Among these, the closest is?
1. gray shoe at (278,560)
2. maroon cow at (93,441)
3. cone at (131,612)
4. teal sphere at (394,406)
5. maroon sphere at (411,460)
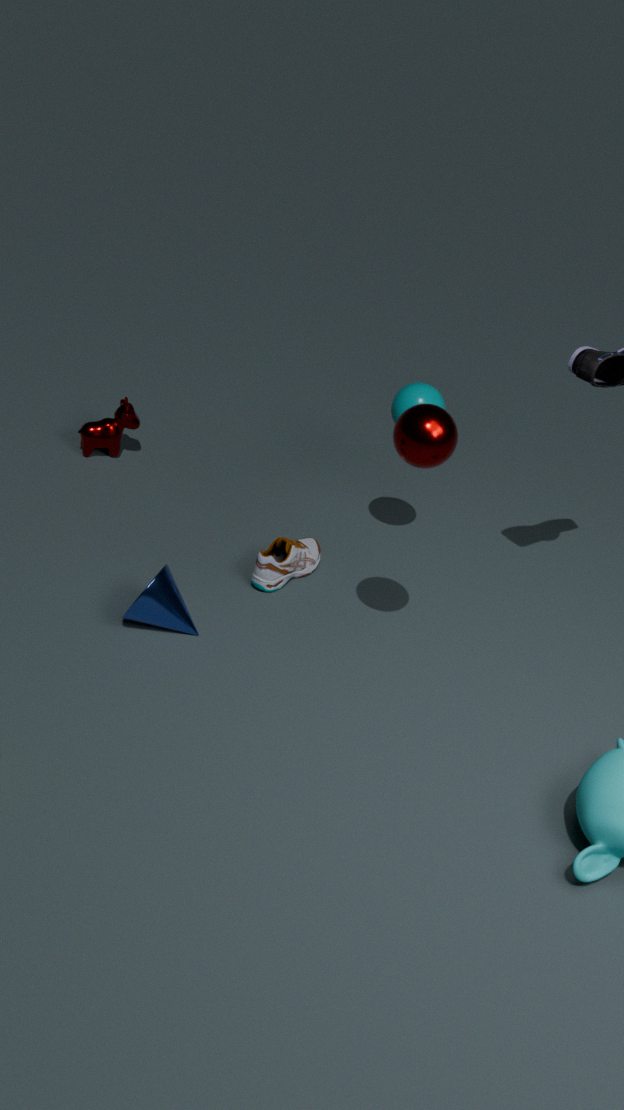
maroon sphere at (411,460)
